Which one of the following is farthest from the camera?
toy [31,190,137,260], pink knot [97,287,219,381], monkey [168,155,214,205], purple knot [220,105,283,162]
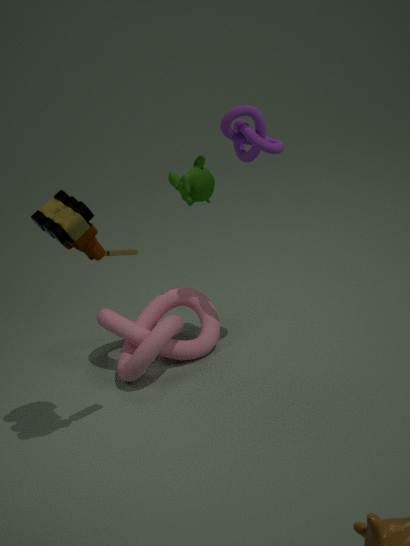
monkey [168,155,214,205]
